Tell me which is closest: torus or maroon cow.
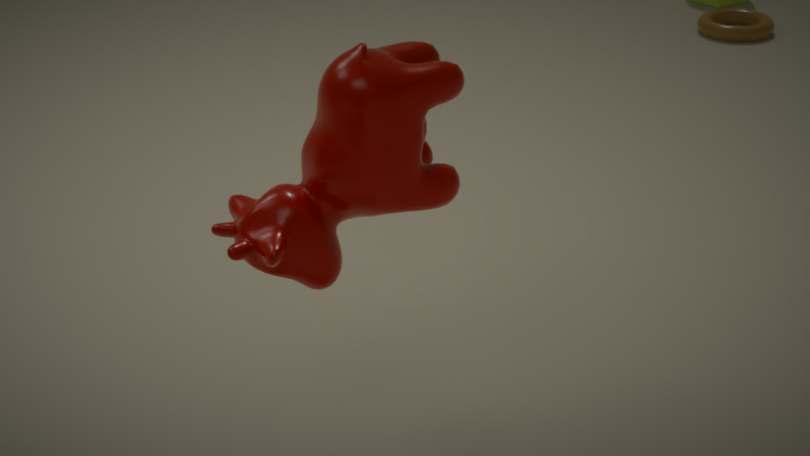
maroon cow
